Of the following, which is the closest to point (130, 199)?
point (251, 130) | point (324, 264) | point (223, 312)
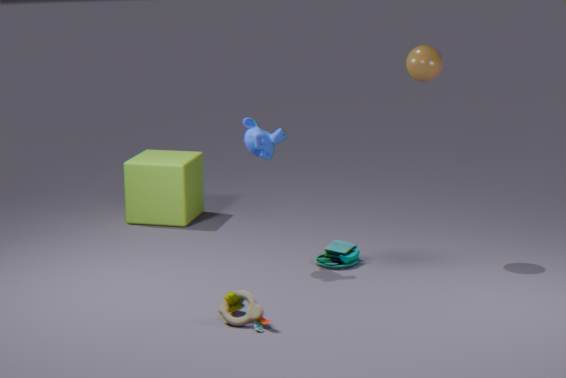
point (251, 130)
